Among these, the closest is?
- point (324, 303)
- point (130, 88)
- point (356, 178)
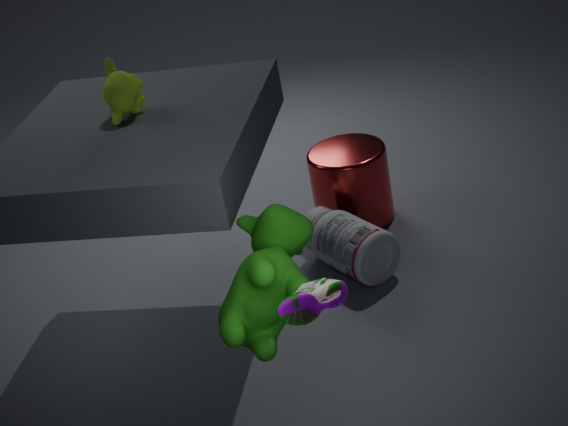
point (324, 303)
